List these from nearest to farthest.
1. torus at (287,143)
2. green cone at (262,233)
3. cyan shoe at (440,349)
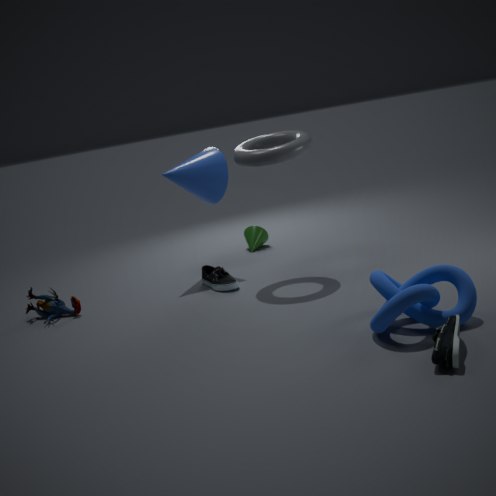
cyan shoe at (440,349) < torus at (287,143) < green cone at (262,233)
